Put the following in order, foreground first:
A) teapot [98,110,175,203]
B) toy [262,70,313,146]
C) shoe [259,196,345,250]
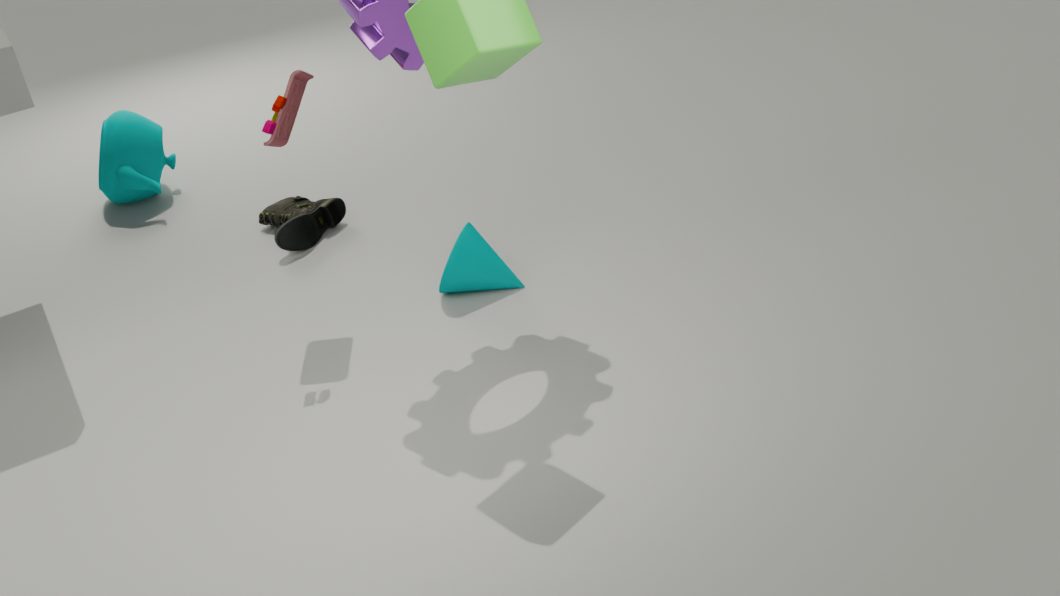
toy [262,70,313,146], shoe [259,196,345,250], teapot [98,110,175,203]
